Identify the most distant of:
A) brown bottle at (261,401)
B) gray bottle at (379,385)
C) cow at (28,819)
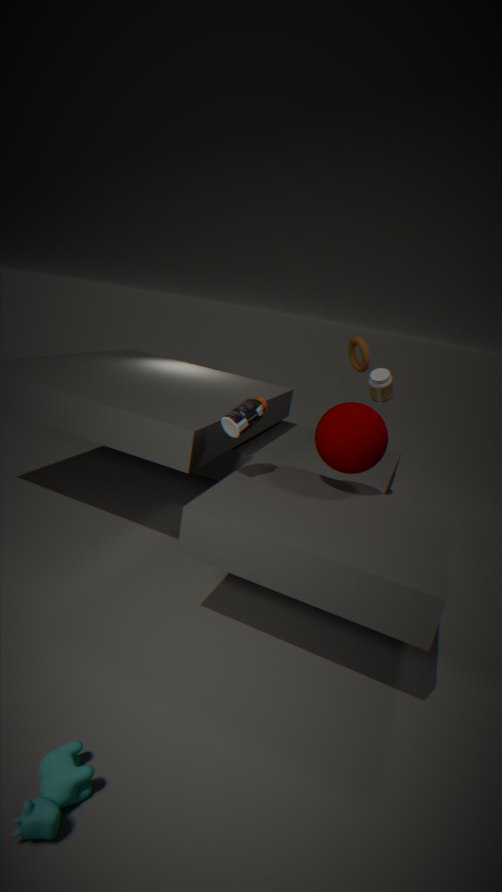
gray bottle at (379,385)
